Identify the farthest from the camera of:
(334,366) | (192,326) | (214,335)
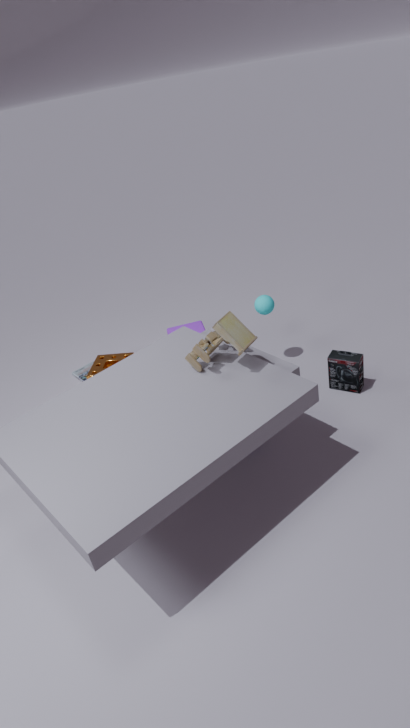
(192,326)
